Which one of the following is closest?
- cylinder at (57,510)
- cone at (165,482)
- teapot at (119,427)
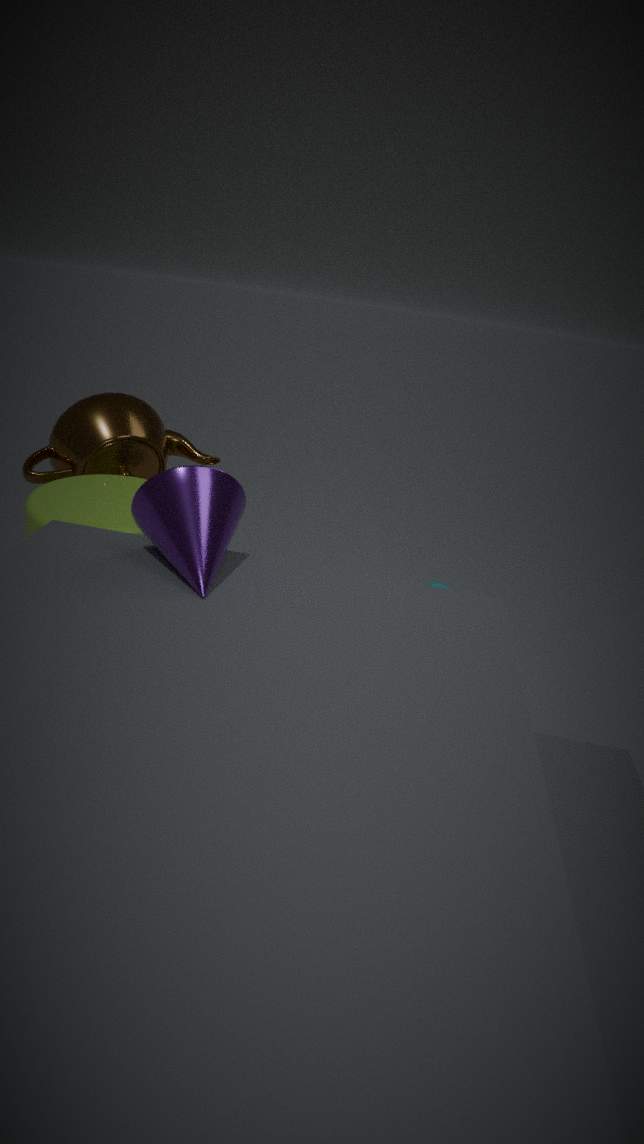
cone at (165,482)
